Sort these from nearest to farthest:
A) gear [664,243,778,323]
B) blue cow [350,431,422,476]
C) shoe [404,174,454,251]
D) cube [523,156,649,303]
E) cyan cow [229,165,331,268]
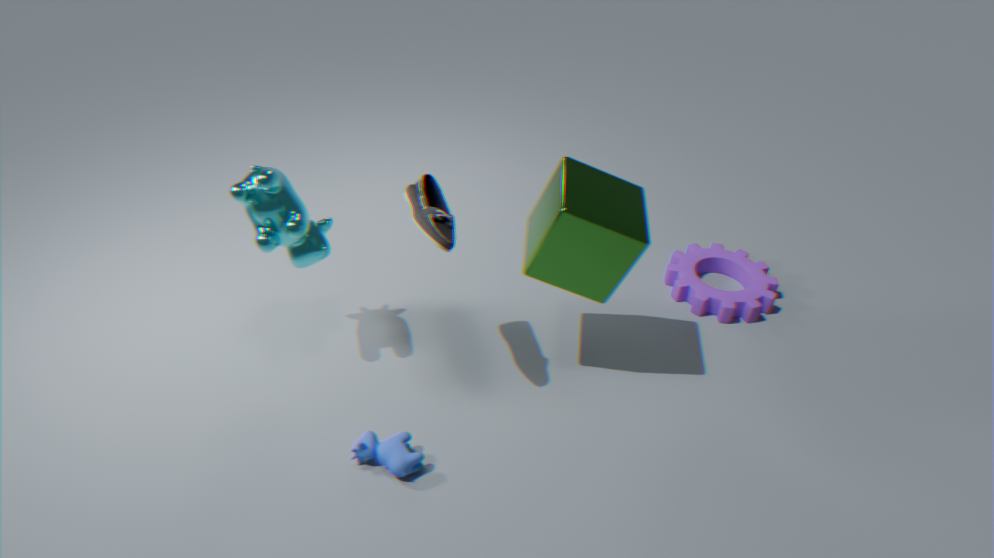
shoe [404,174,454,251]
blue cow [350,431,422,476]
cube [523,156,649,303]
cyan cow [229,165,331,268]
gear [664,243,778,323]
